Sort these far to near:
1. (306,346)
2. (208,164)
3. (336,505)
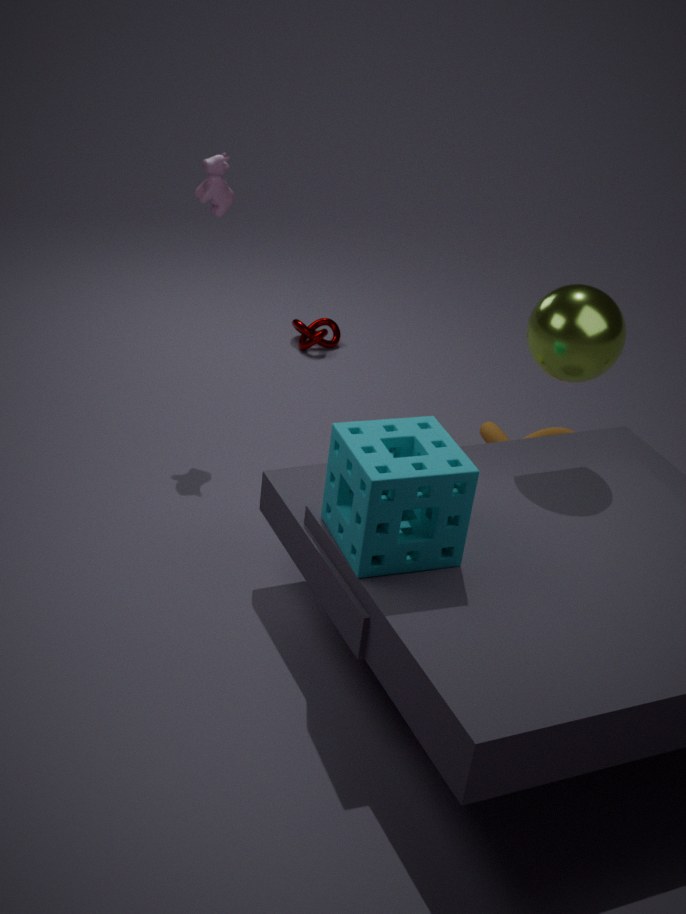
(306,346) → (208,164) → (336,505)
